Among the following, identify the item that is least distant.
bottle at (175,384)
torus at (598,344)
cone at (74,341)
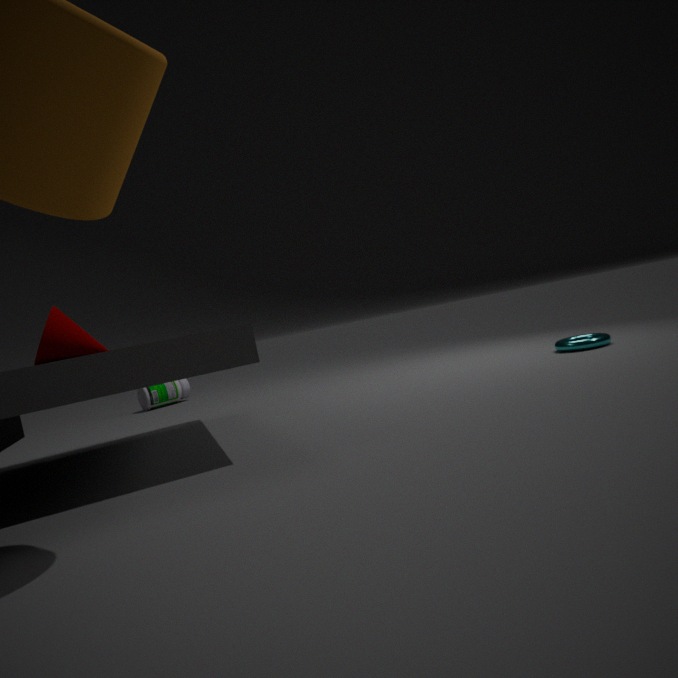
cone at (74,341)
